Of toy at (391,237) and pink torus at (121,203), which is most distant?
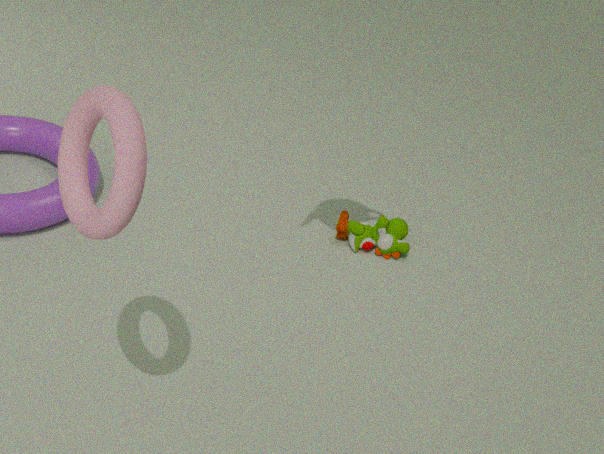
toy at (391,237)
